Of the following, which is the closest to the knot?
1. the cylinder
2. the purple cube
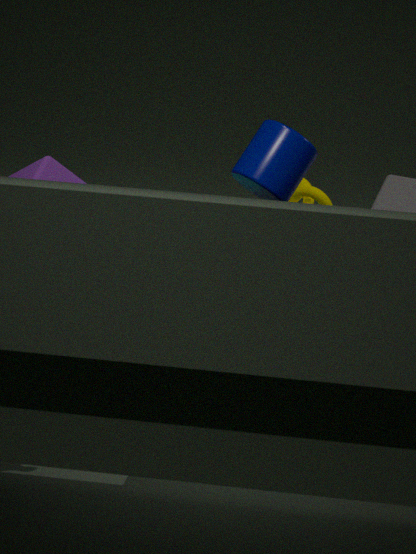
the purple cube
